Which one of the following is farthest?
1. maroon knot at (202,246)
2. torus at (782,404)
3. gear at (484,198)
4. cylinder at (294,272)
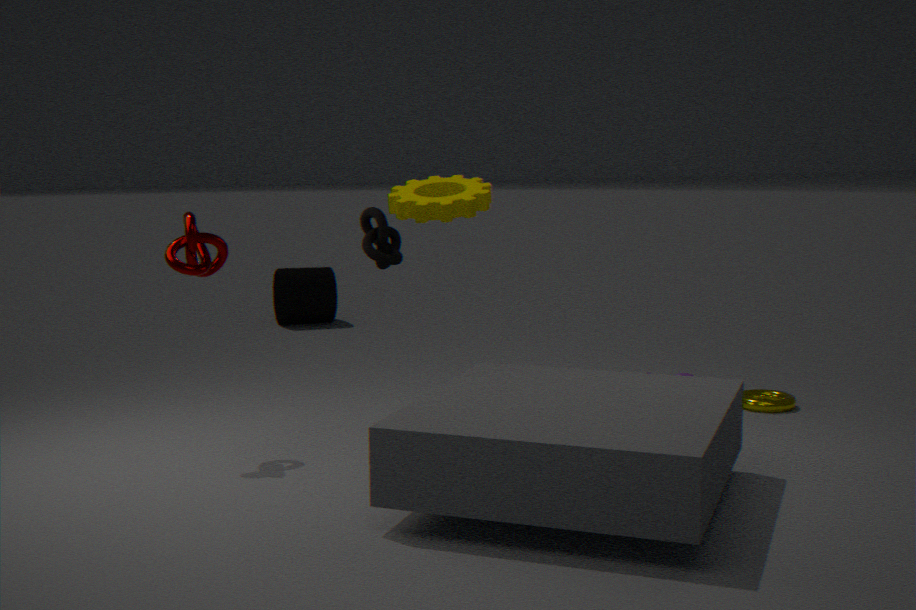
cylinder at (294,272)
